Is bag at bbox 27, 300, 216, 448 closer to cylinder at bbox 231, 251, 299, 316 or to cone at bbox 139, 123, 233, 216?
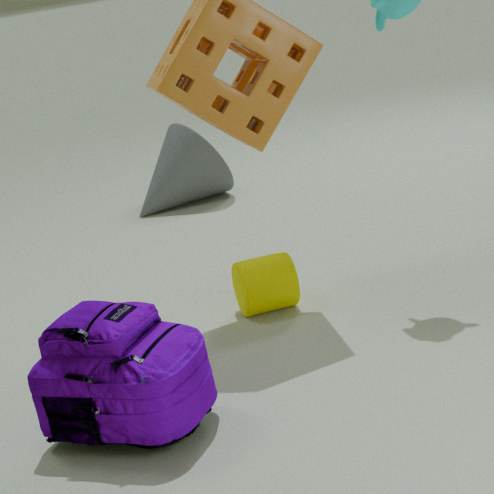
cylinder at bbox 231, 251, 299, 316
